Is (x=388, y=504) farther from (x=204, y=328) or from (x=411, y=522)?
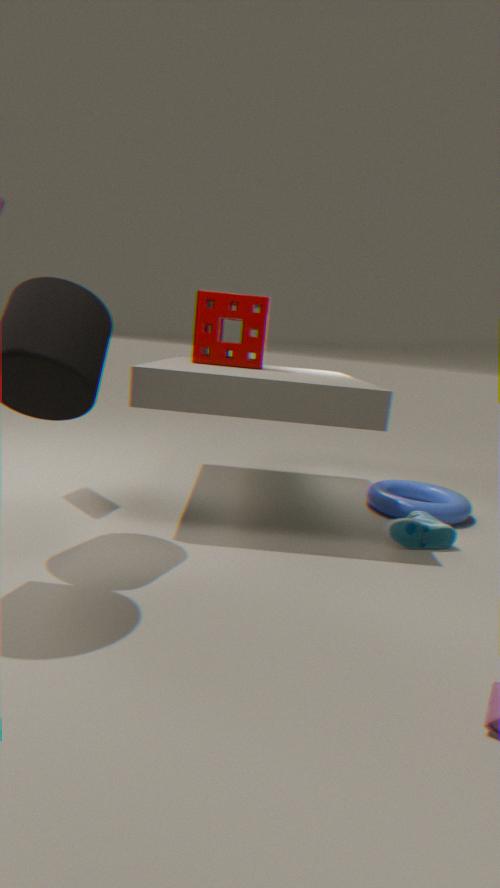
(x=204, y=328)
